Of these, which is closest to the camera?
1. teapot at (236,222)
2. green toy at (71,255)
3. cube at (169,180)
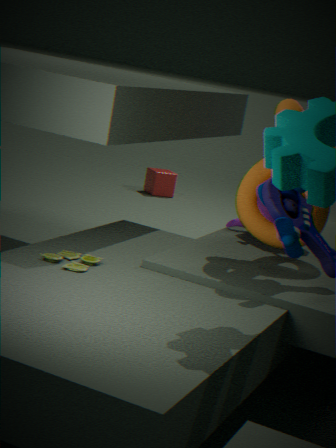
green toy at (71,255)
